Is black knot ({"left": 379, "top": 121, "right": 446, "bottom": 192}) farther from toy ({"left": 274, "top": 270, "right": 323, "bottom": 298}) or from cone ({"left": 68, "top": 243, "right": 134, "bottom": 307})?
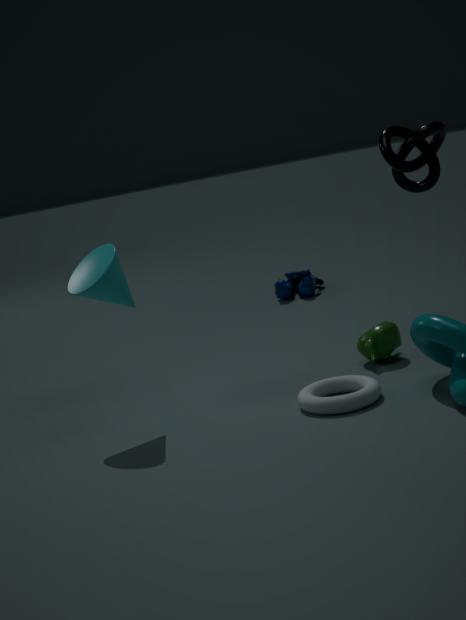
toy ({"left": 274, "top": 270, "right": 323, "bottom": 298})
